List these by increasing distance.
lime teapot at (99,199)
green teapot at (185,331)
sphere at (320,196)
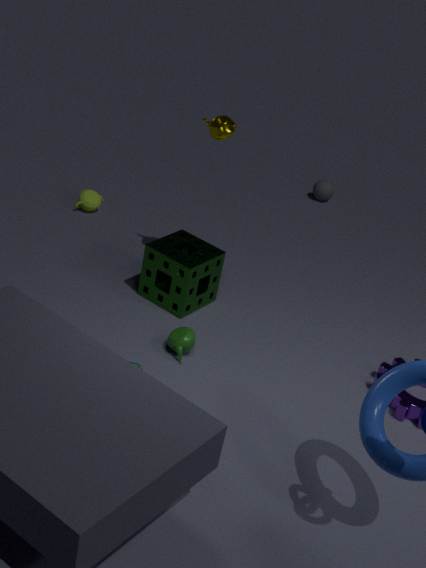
green teapot at (185,331), lime teapot at (99,199), sphere at (320,196)
